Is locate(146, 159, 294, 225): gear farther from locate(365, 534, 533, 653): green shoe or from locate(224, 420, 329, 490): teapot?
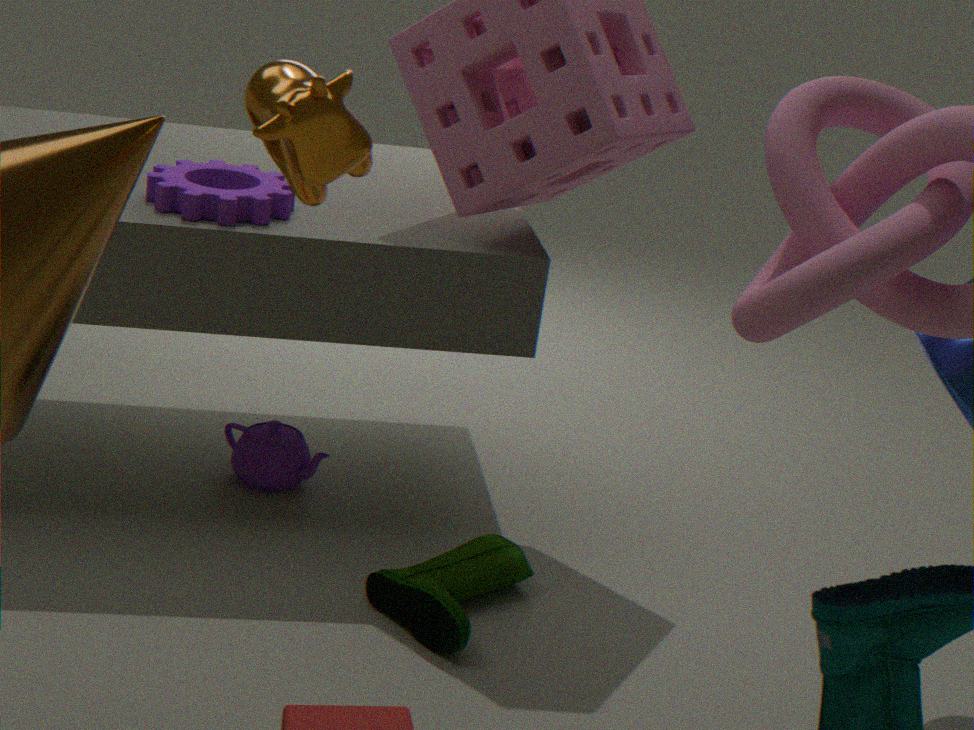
locate(365, 534, 533, 653): green shoe
